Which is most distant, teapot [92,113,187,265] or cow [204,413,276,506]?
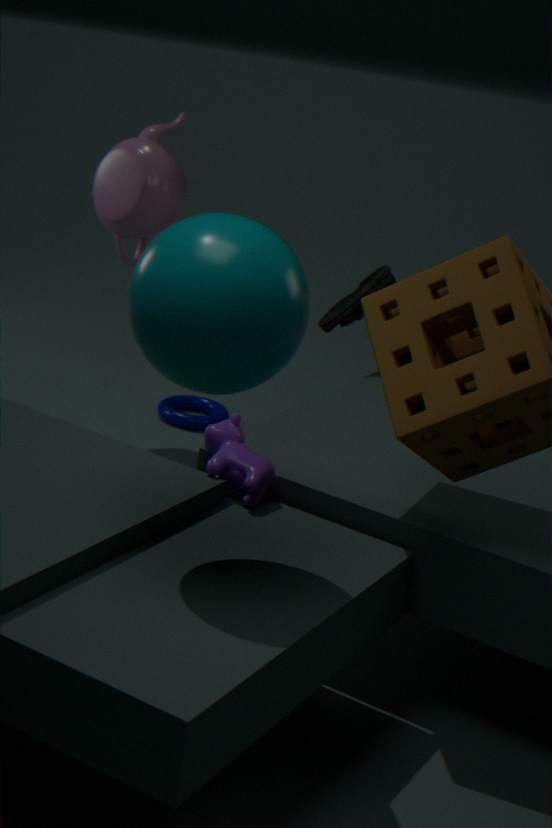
teapot [92,113,187,265]
